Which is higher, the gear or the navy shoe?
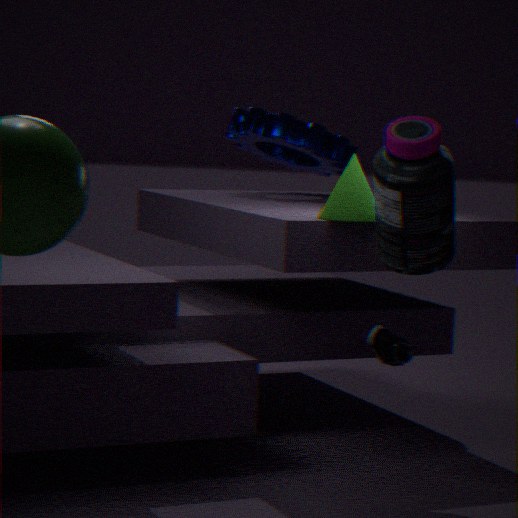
the gear
